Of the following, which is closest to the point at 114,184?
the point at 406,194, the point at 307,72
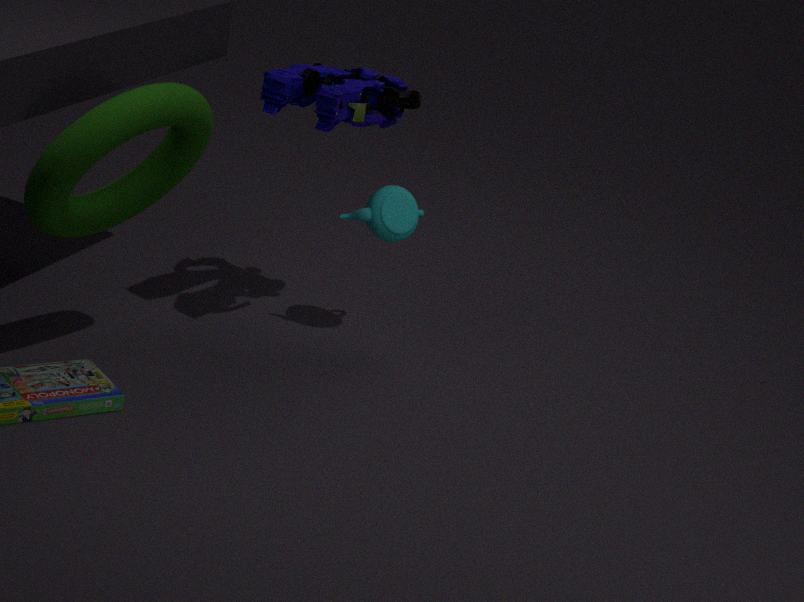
the point at 307,72
